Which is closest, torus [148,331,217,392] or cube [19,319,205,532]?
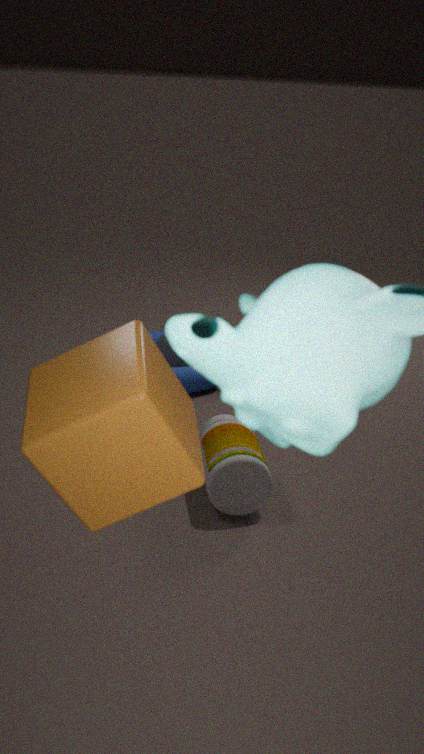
cube [19,319,205,532]
